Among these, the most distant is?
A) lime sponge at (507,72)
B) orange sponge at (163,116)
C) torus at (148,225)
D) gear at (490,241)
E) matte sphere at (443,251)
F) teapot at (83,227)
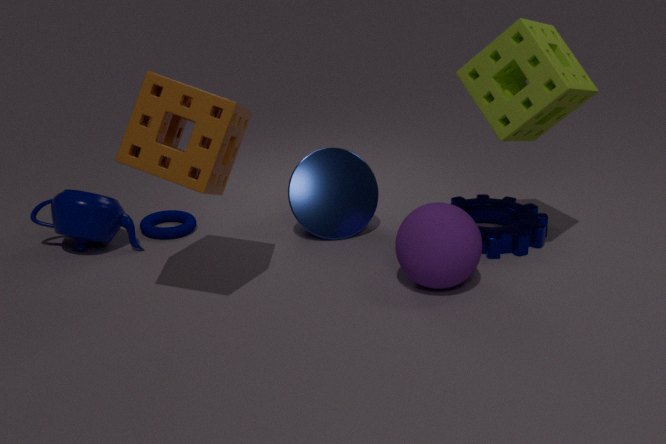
torus at (148,225)
